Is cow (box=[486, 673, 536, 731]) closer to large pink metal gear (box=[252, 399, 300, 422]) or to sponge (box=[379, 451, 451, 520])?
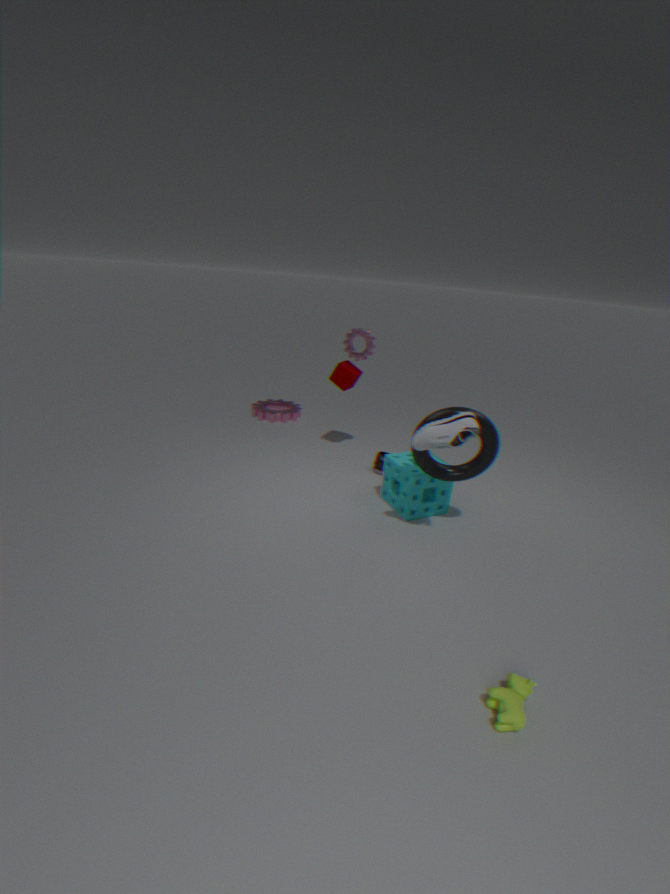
sponge (box=[379, 451, 451, 520])
